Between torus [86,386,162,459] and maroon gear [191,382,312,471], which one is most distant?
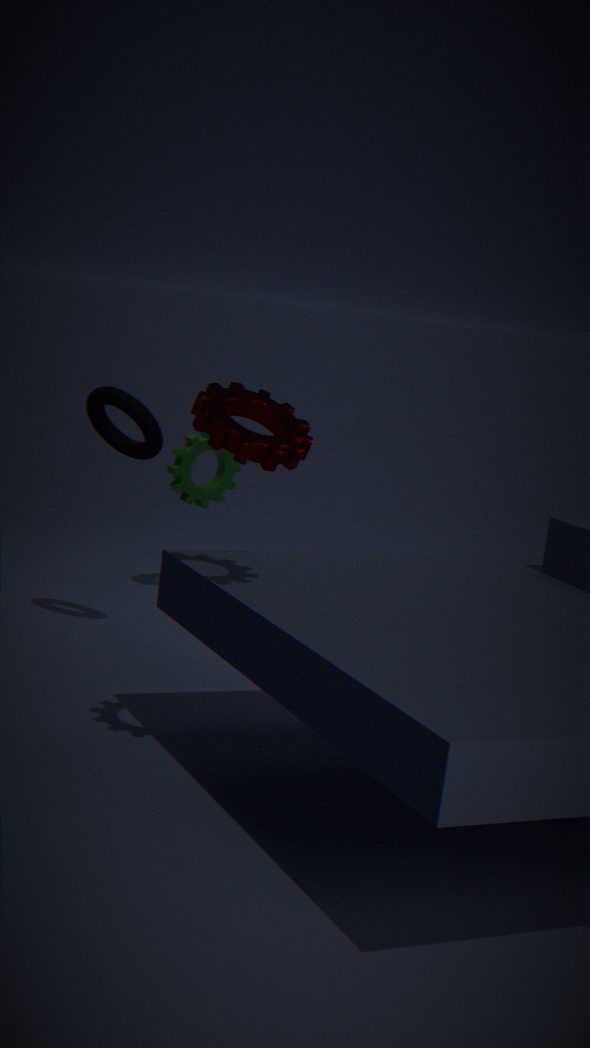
torus [86,386,162,459]
